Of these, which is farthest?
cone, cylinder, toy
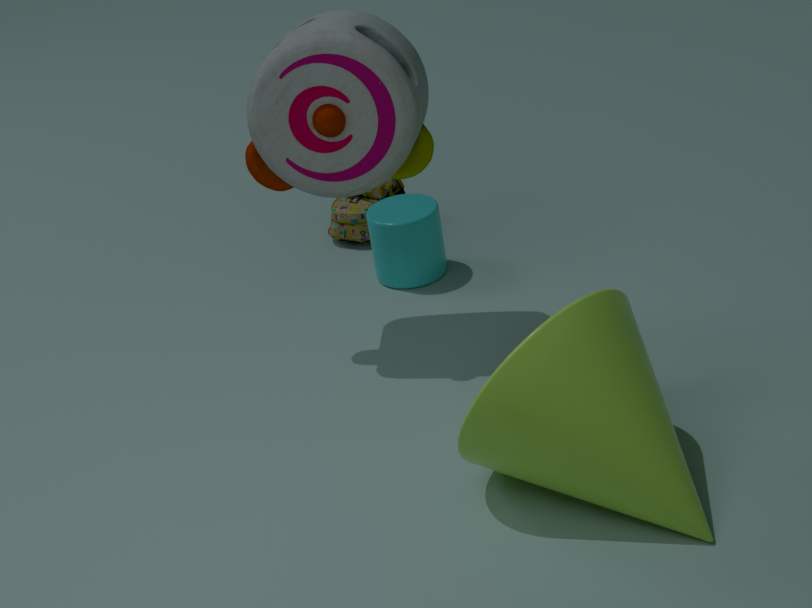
cylinder
